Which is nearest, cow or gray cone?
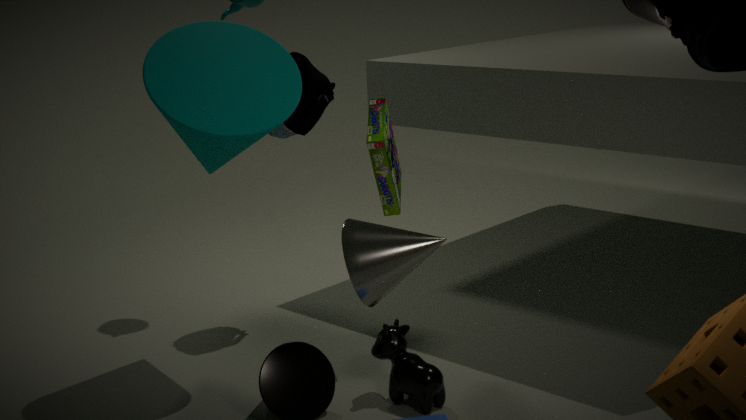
gray cone
